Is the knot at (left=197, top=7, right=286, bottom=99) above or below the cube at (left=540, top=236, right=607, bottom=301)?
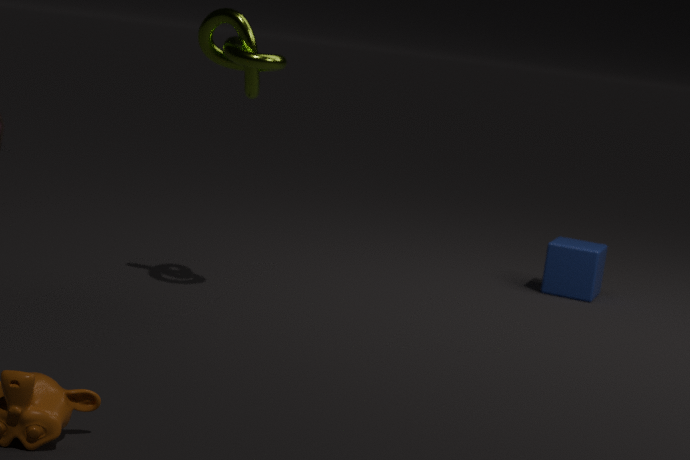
above
